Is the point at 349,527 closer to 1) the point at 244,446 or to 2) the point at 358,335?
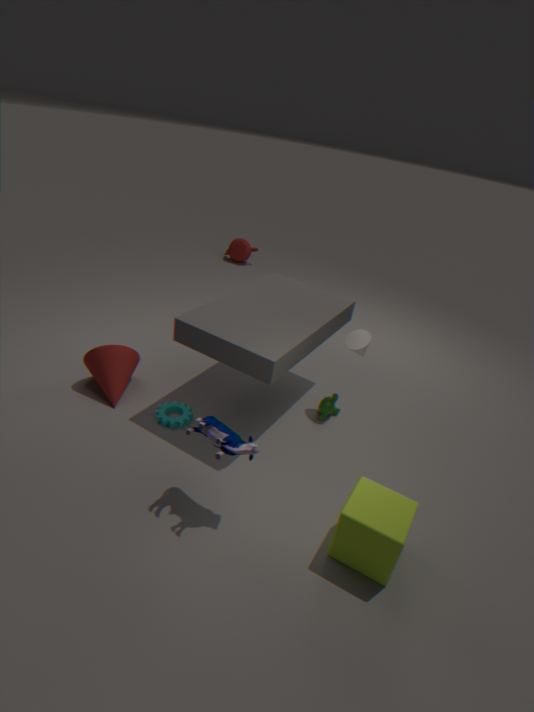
1) the point at 244,446
